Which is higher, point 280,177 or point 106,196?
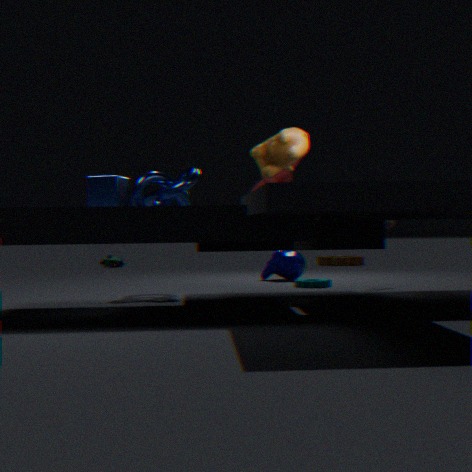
point 280,177
